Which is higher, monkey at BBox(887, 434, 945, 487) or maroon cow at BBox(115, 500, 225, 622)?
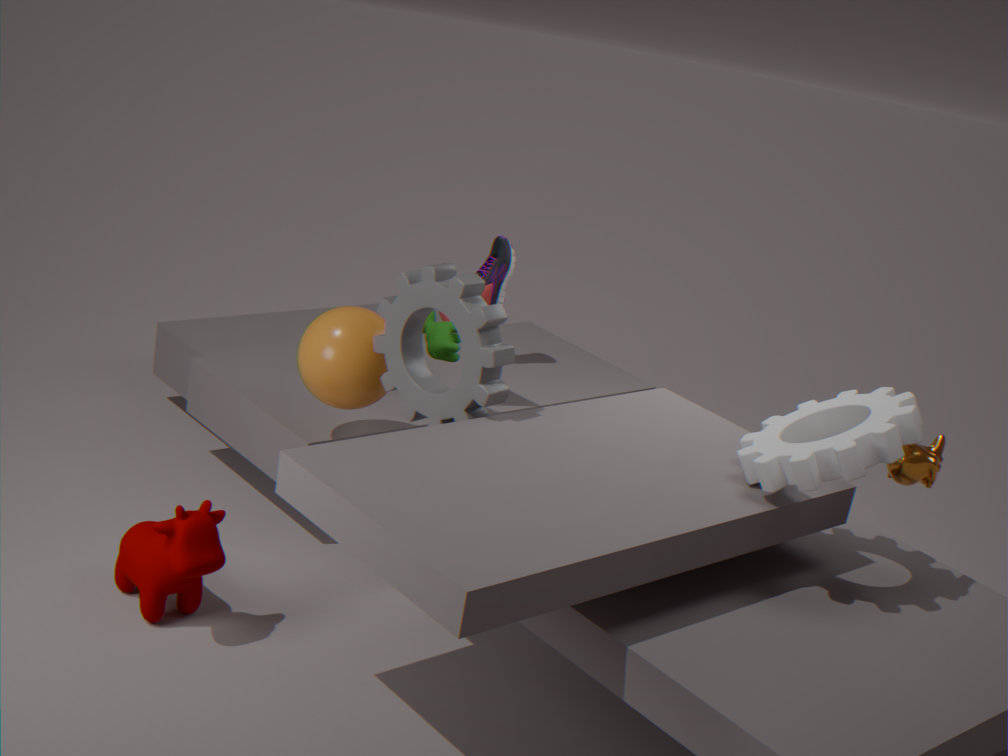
monkey at BBox(887, 434, 945, 487)
